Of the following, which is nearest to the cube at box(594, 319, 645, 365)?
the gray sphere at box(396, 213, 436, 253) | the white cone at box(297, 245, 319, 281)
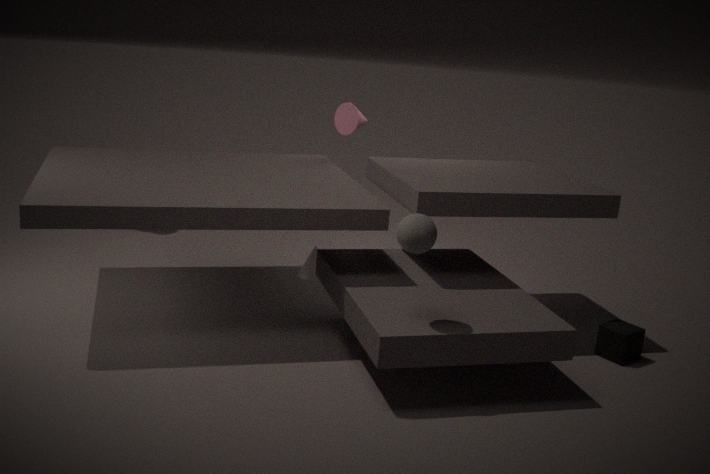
the gray sphere at box(396, 213, 436, 253)
